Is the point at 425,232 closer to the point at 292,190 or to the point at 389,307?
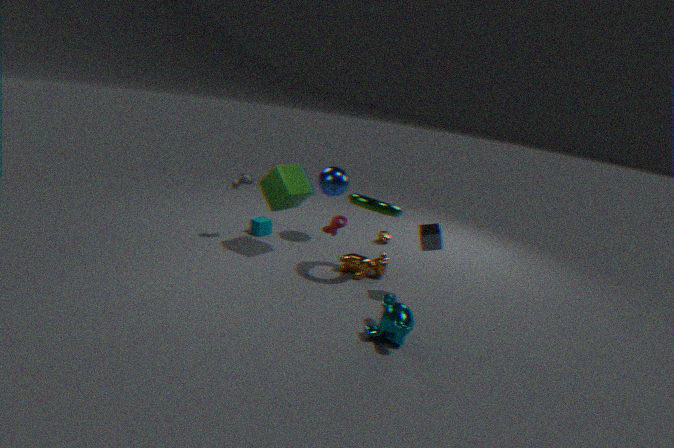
the point at 389,307
